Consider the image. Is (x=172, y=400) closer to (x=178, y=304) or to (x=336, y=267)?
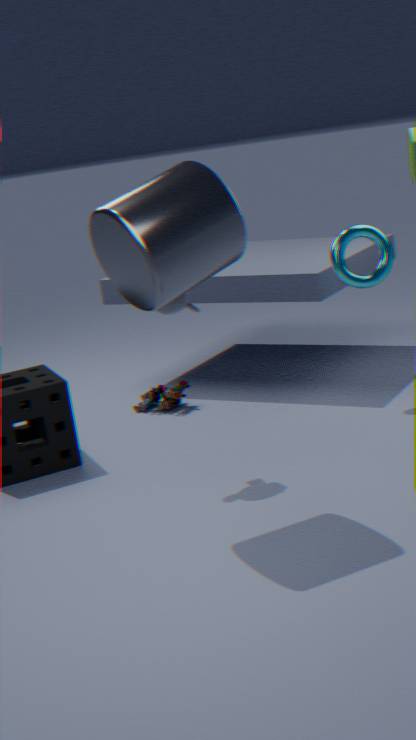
(x=178, y=304)
